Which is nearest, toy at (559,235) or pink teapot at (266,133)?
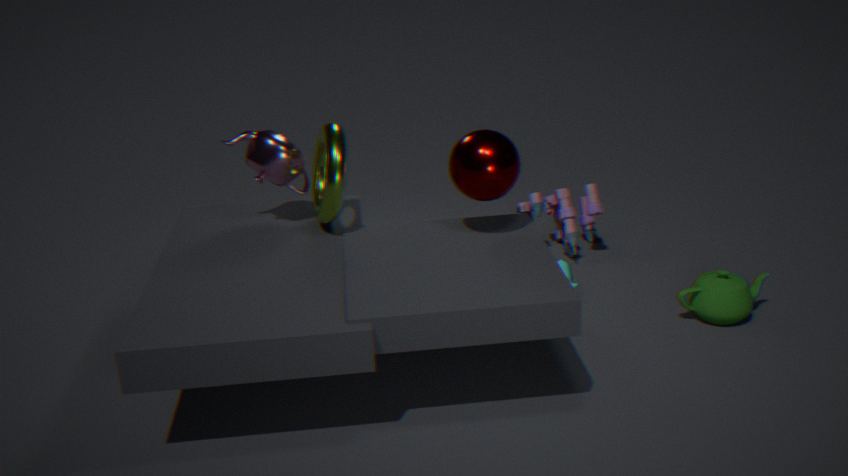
pink teapot at (266,133)
